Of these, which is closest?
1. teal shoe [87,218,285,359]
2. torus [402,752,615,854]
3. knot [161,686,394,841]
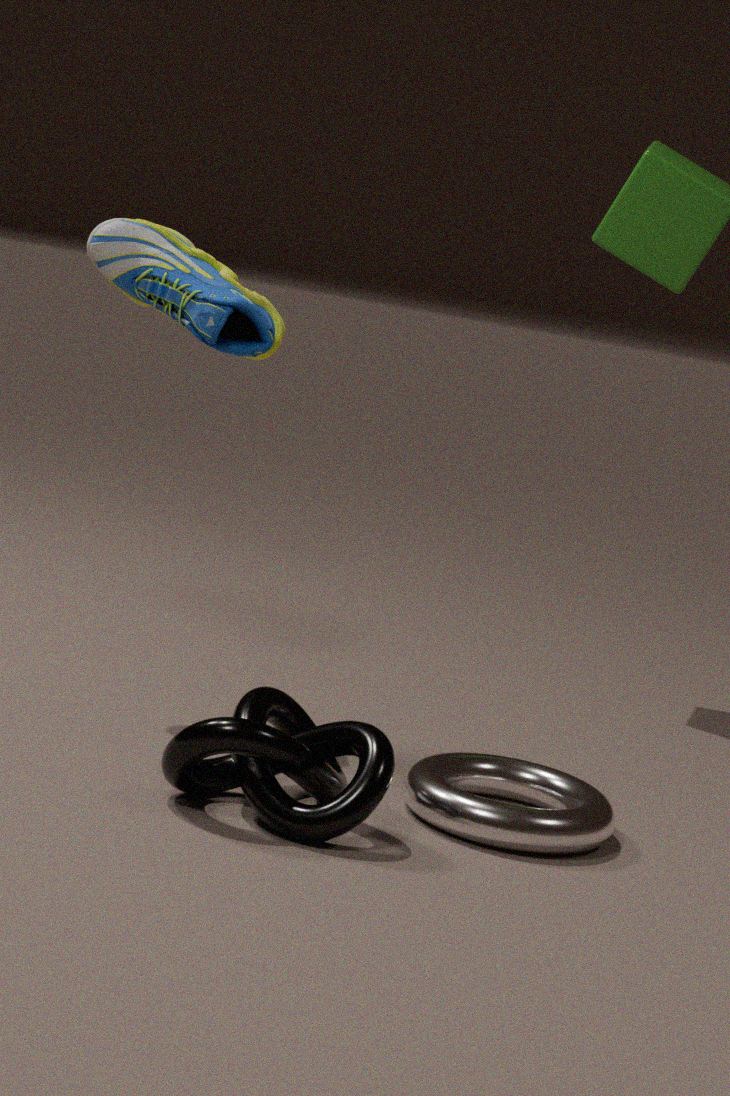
knot [161,686,394,841]
